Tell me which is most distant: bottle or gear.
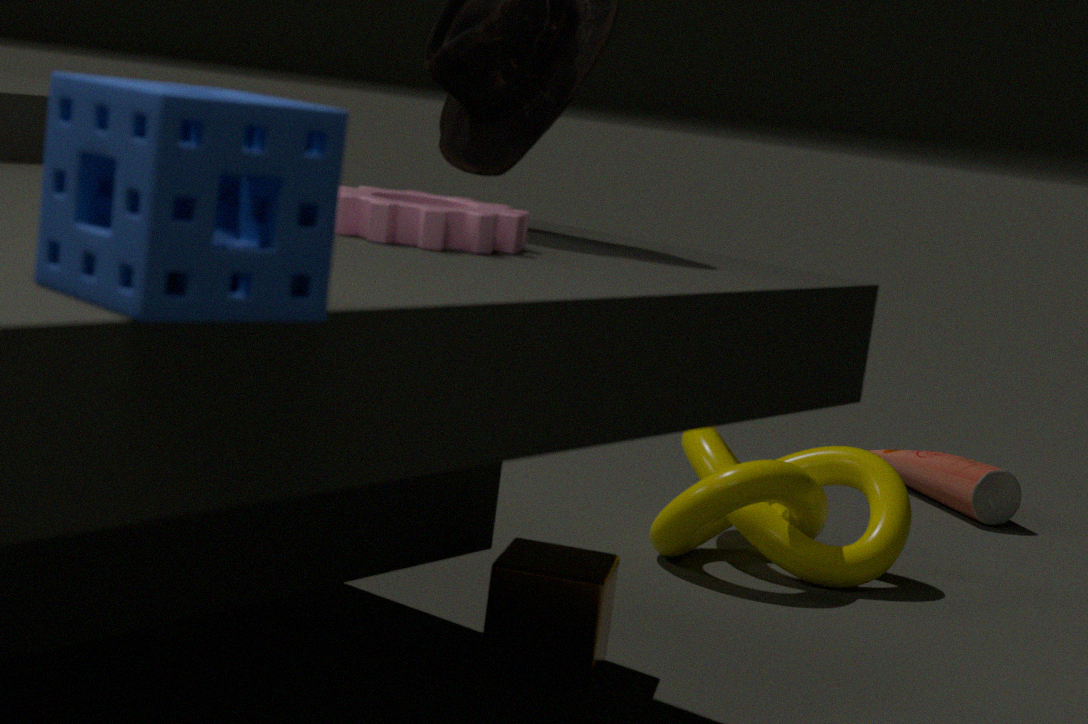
bottle
